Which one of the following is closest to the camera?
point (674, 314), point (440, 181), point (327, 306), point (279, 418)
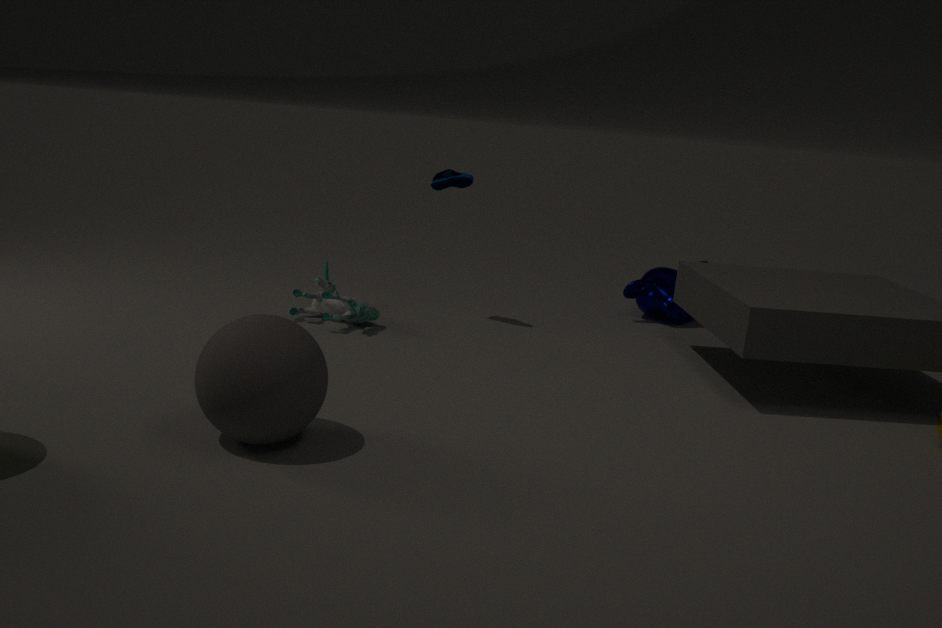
point (279, 418)
